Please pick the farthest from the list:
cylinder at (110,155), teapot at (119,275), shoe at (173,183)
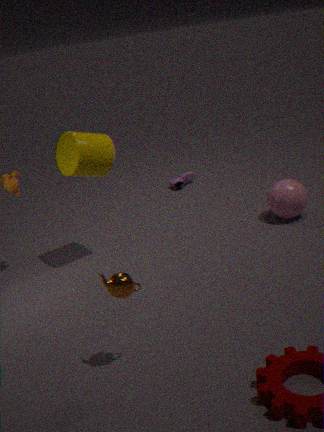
shoe at (173,183)
